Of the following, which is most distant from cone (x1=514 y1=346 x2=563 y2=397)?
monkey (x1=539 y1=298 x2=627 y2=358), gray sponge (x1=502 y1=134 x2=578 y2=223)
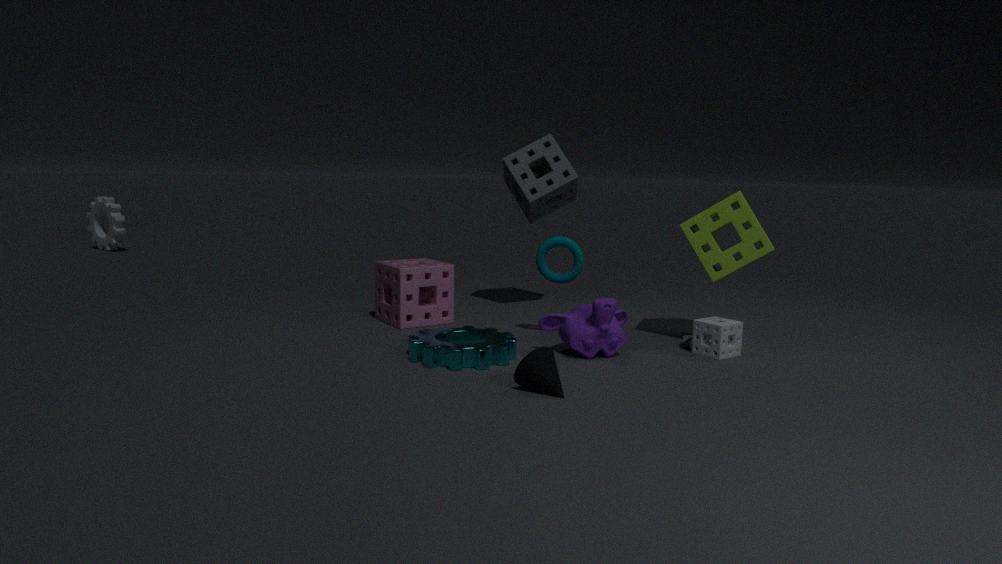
gray sponge (x1=502 y1=134 x2=578 y2=223)
